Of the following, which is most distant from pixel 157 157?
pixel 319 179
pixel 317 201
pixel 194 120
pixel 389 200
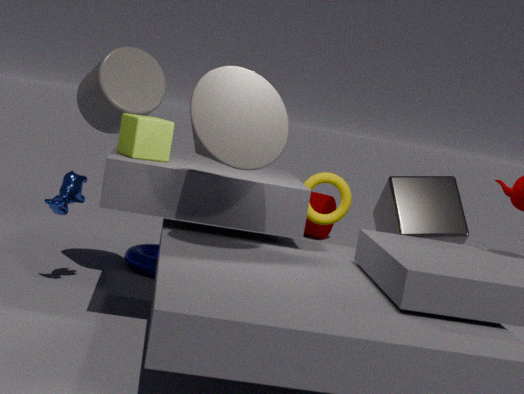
pixel 317 201
